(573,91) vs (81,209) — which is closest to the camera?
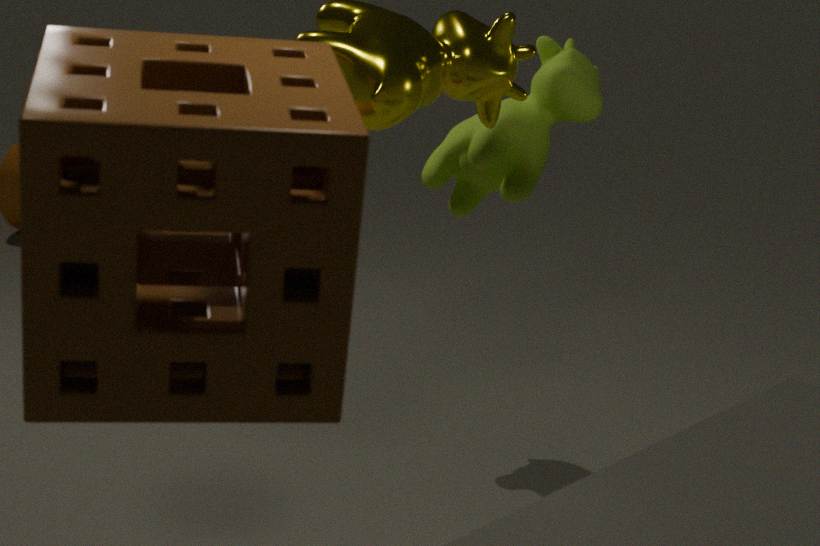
(81,209)
